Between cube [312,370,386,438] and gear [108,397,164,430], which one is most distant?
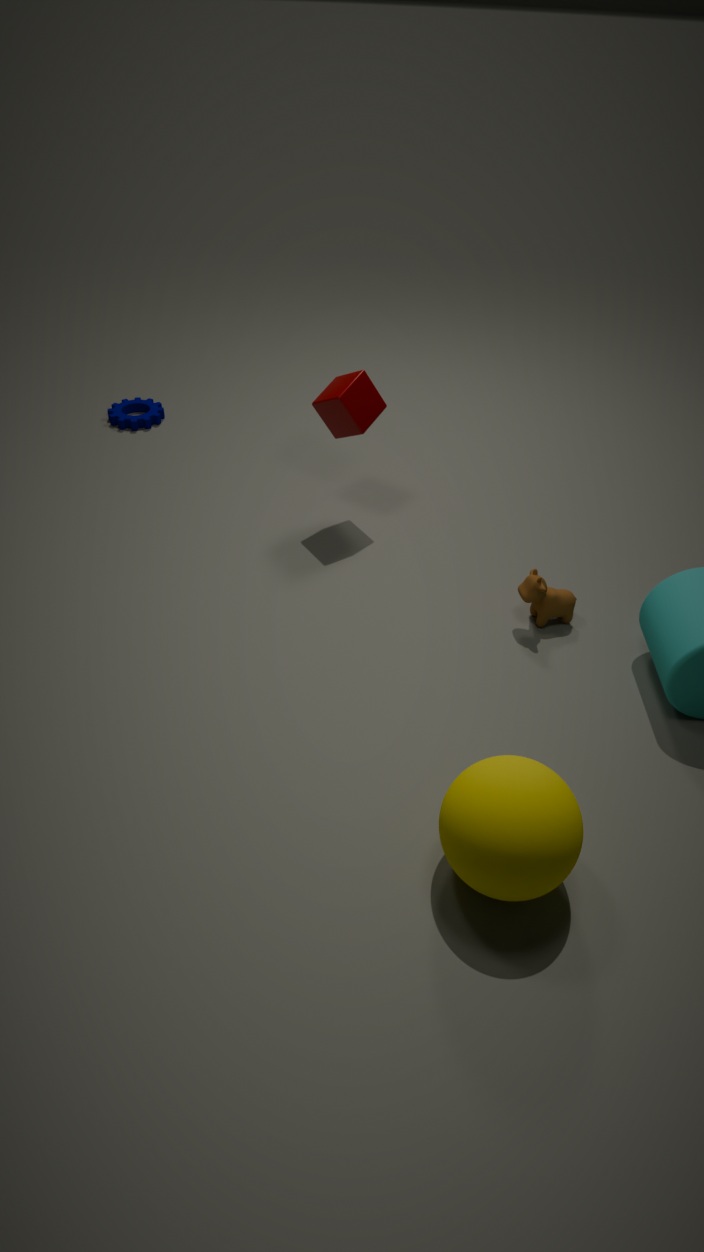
gear [108,397,164,430]
